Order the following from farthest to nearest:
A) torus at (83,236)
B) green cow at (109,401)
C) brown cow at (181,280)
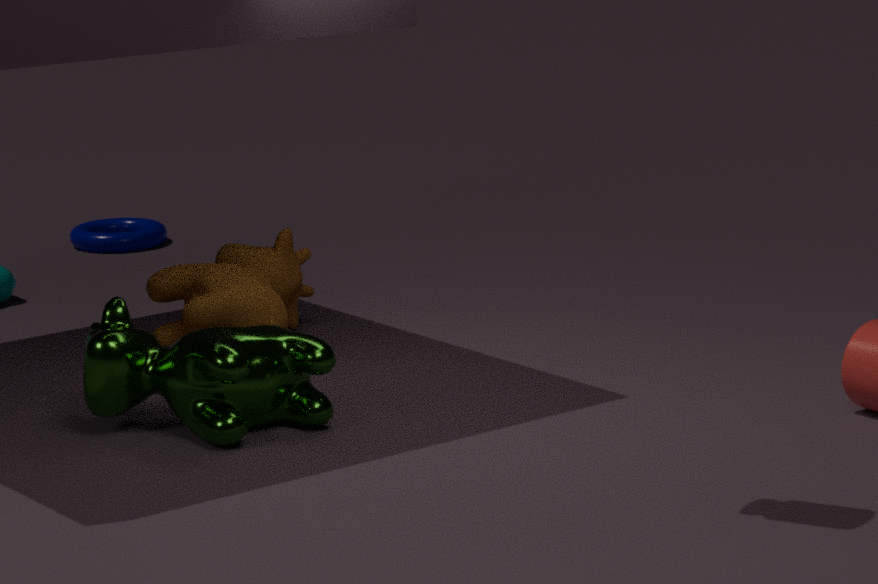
torus at (83,236) → brown cow at (181,280) → green cow at (109,401)
